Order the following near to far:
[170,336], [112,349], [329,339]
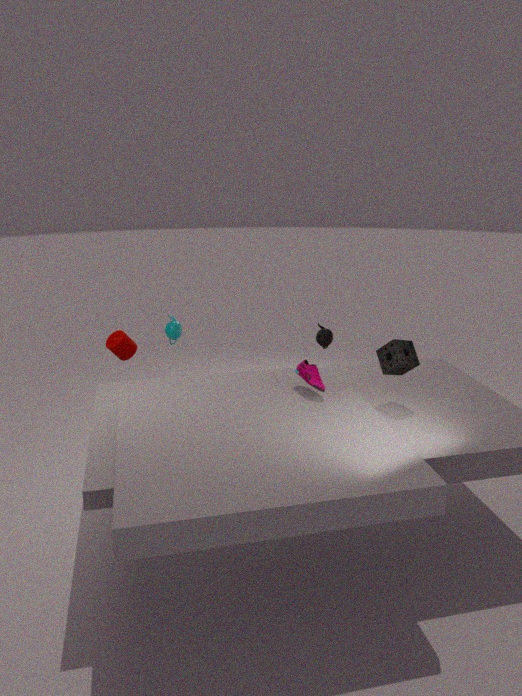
[112,349] → [170,336] → [329,339]
